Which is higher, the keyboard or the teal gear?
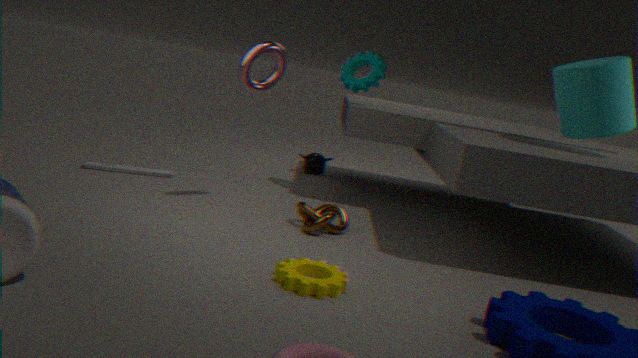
the teal gear
